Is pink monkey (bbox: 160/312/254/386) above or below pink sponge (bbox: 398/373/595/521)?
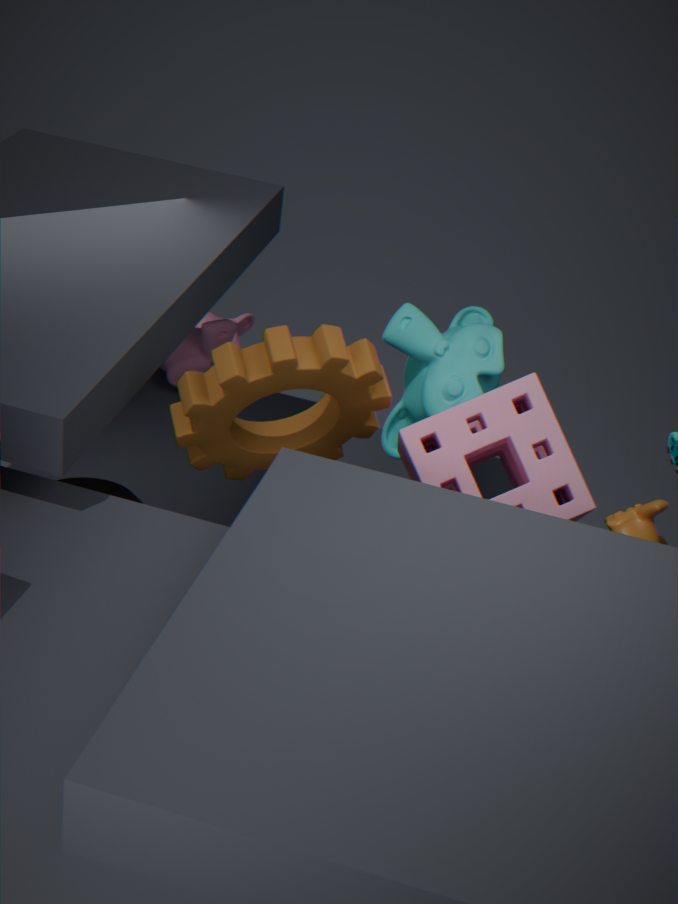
below
